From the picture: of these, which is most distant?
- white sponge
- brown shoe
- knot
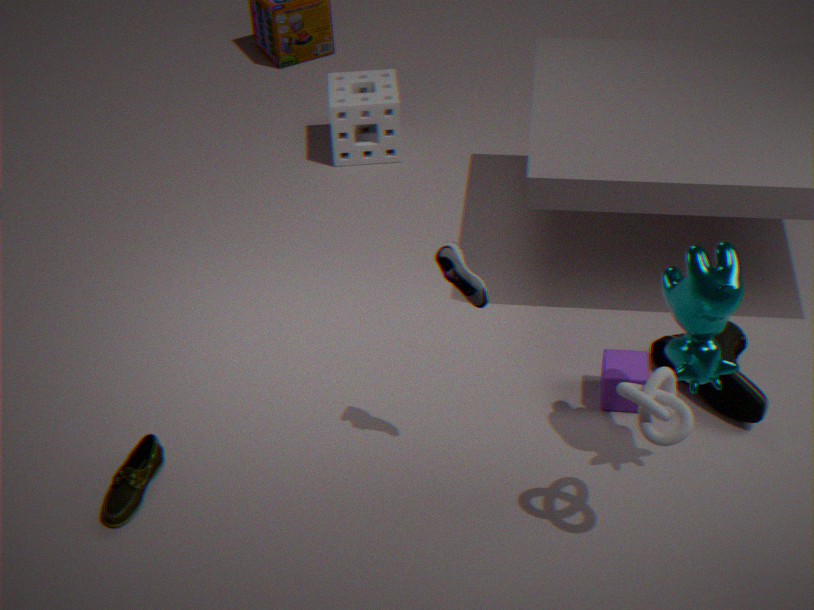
white sponge
